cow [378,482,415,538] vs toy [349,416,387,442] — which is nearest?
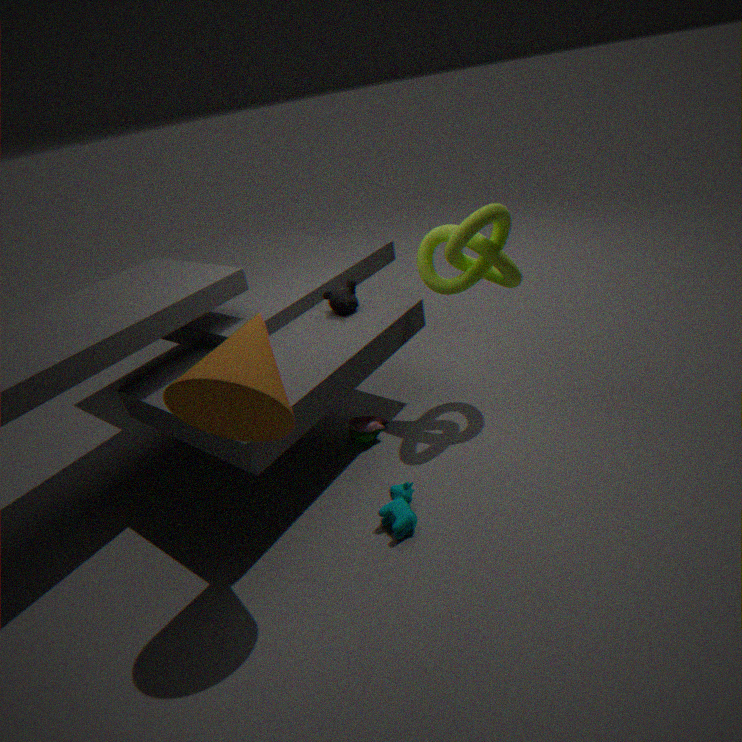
cow [378,482,415,538]
